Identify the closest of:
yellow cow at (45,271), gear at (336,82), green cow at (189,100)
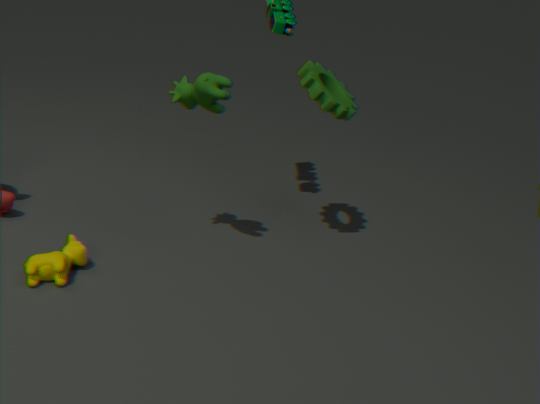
green cow at (189,100)
